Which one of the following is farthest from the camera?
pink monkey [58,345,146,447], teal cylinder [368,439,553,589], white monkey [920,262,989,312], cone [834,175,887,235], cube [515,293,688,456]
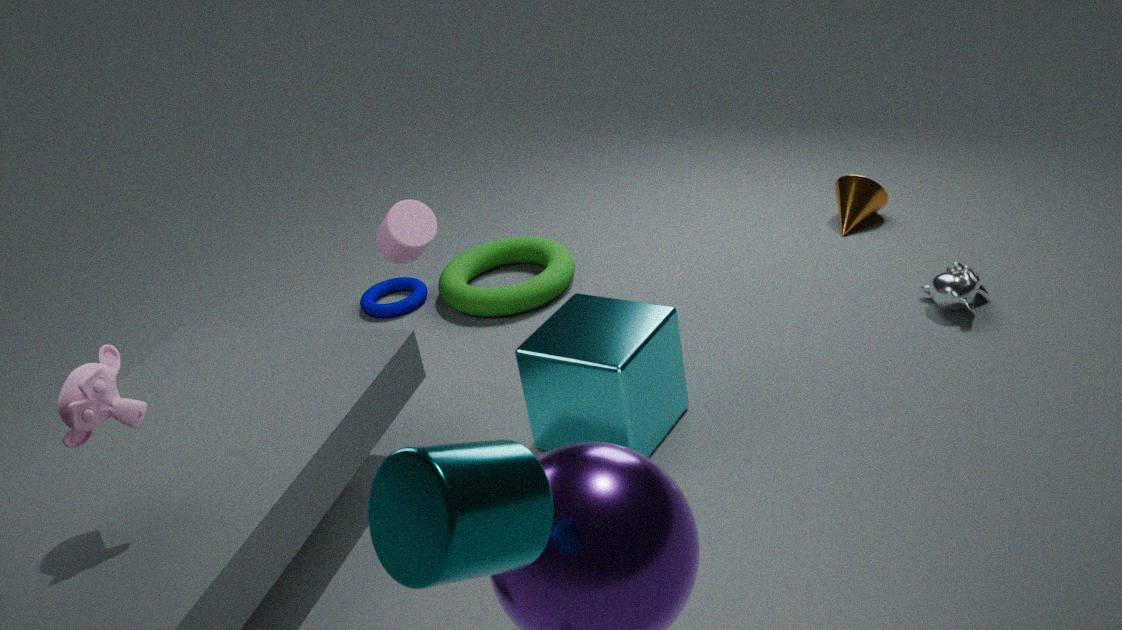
cone [834,175,887,235]
